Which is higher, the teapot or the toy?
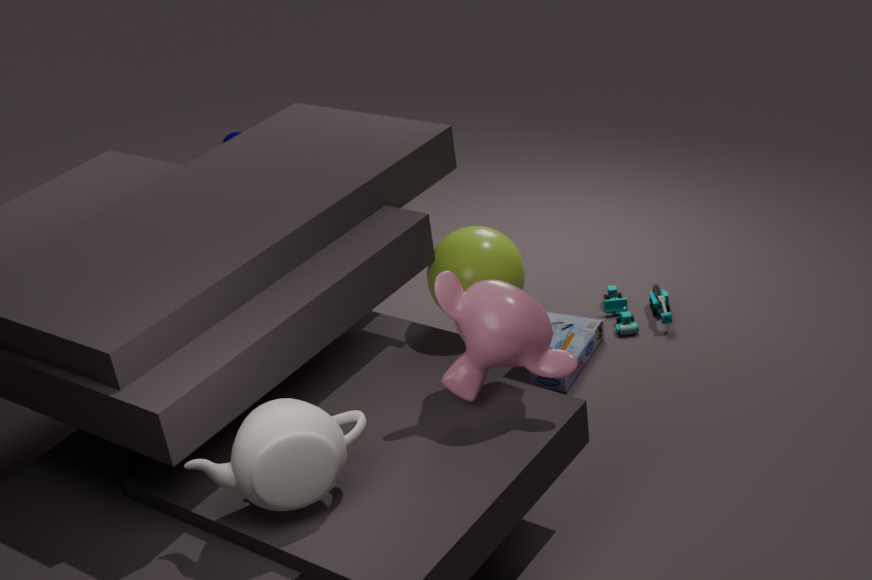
the teapot
